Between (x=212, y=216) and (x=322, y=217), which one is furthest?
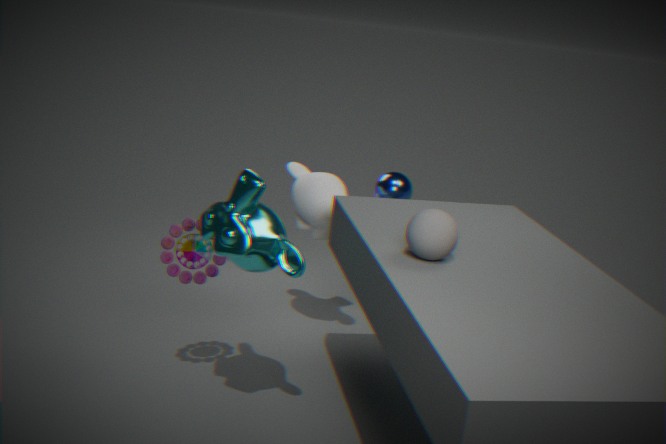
(x=322, y=217)
